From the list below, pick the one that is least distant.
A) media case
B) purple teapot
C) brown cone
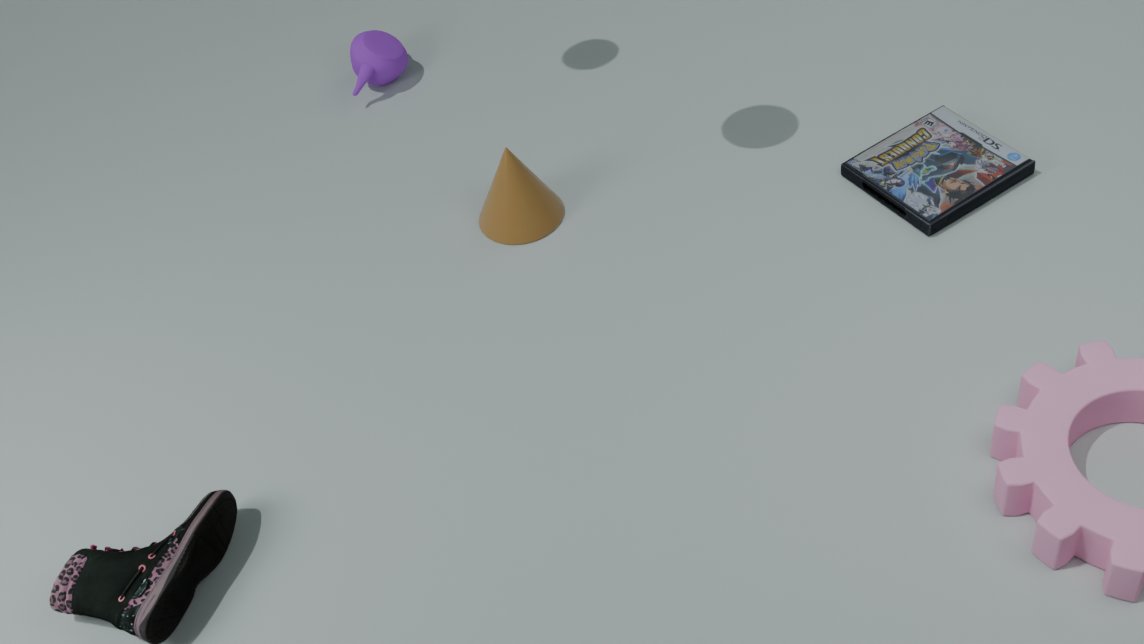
media case
